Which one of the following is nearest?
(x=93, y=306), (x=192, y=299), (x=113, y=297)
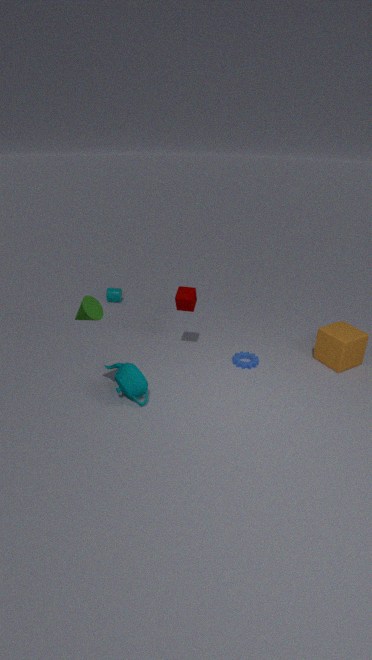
(x=93, y=306)
